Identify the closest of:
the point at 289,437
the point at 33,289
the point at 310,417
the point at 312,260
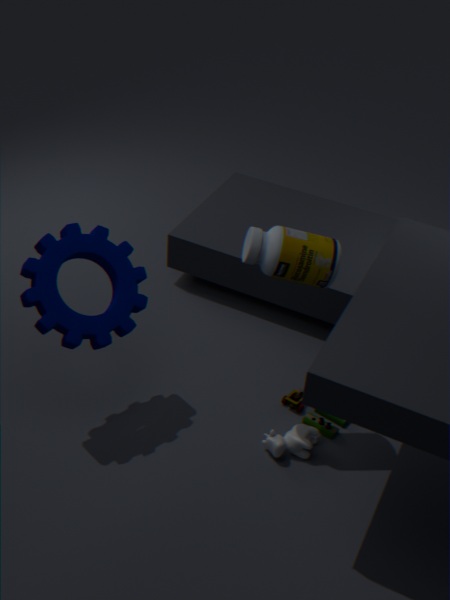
the point at 312,260
